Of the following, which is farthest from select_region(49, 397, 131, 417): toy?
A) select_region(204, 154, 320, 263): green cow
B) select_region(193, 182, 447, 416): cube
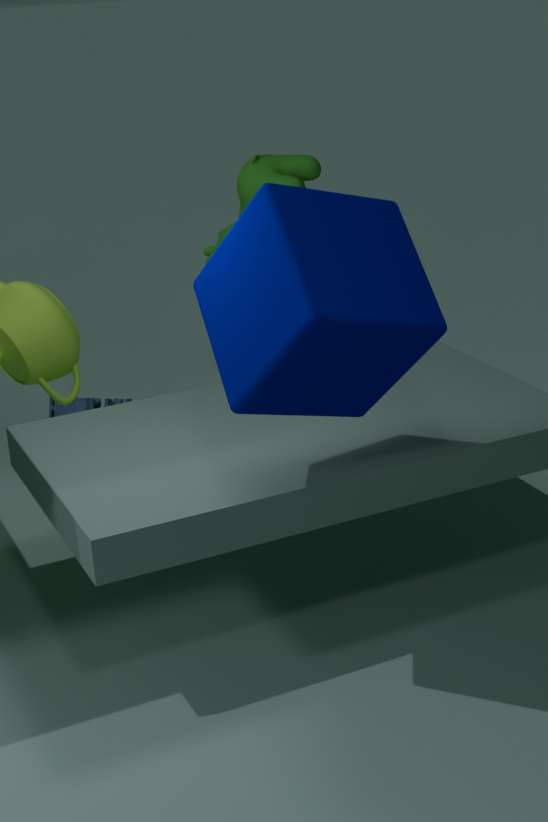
select_region(193, 182, 447, 416): cube
